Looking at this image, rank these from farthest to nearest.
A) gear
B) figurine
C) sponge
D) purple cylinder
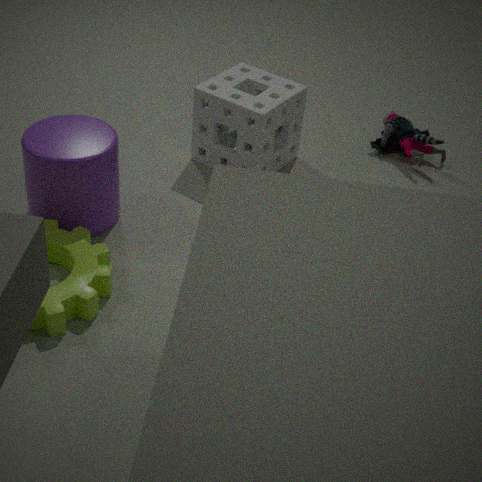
figurine, sponge, purple cylinder, gear
